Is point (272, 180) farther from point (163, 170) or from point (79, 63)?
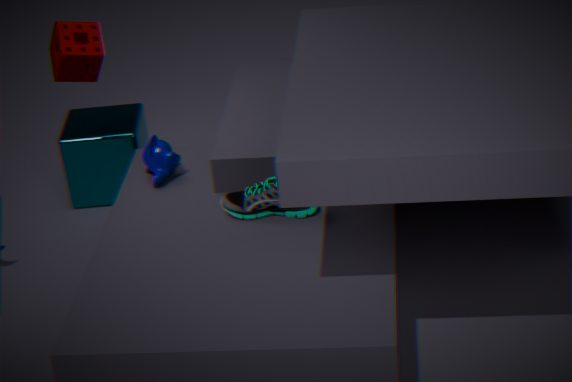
point (79, 63)
